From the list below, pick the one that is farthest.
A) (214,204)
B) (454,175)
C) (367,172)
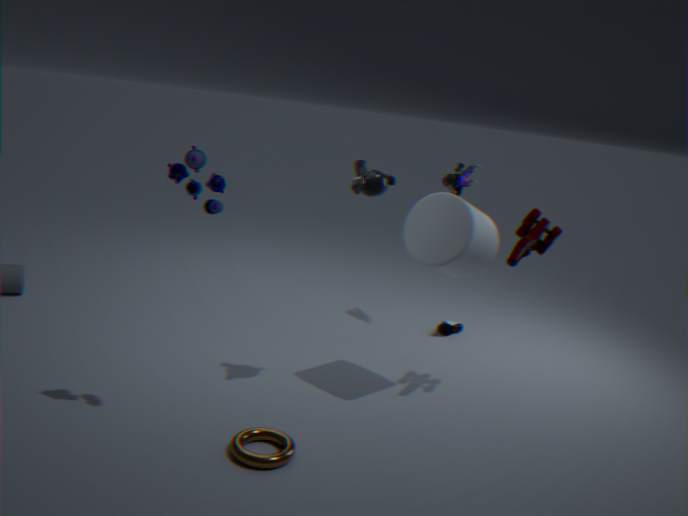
(454,175)
